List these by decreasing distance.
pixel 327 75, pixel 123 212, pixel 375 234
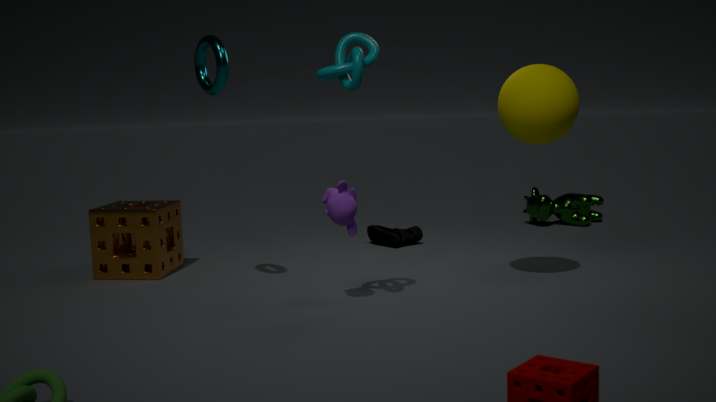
1. pixel 375 234
2. pixel 123 212
3. pixel 327 75
